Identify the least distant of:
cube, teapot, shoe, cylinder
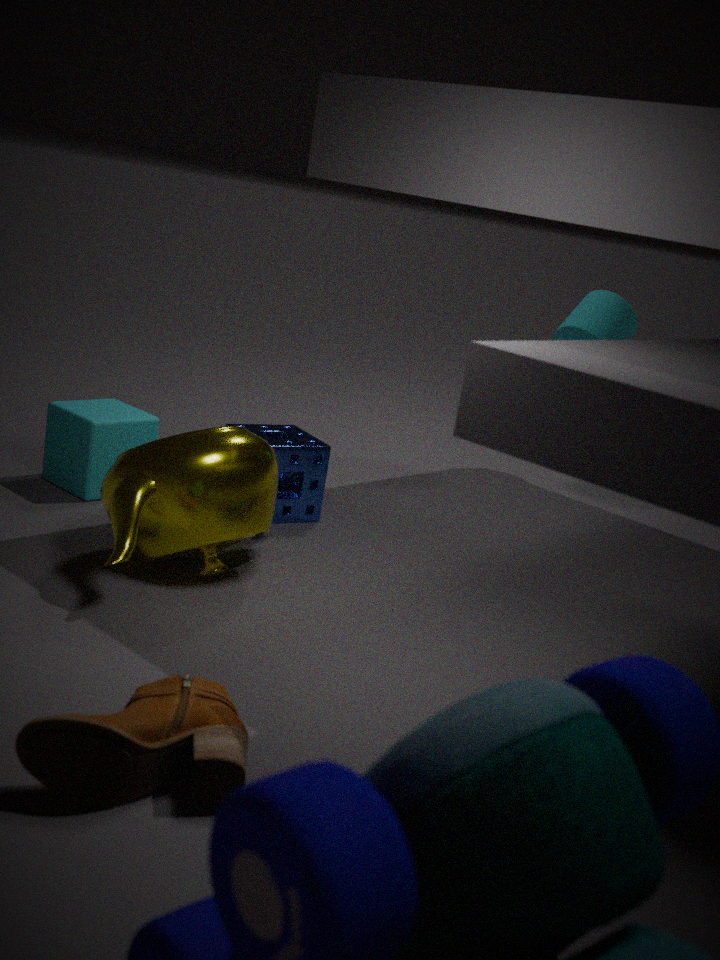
shoe
